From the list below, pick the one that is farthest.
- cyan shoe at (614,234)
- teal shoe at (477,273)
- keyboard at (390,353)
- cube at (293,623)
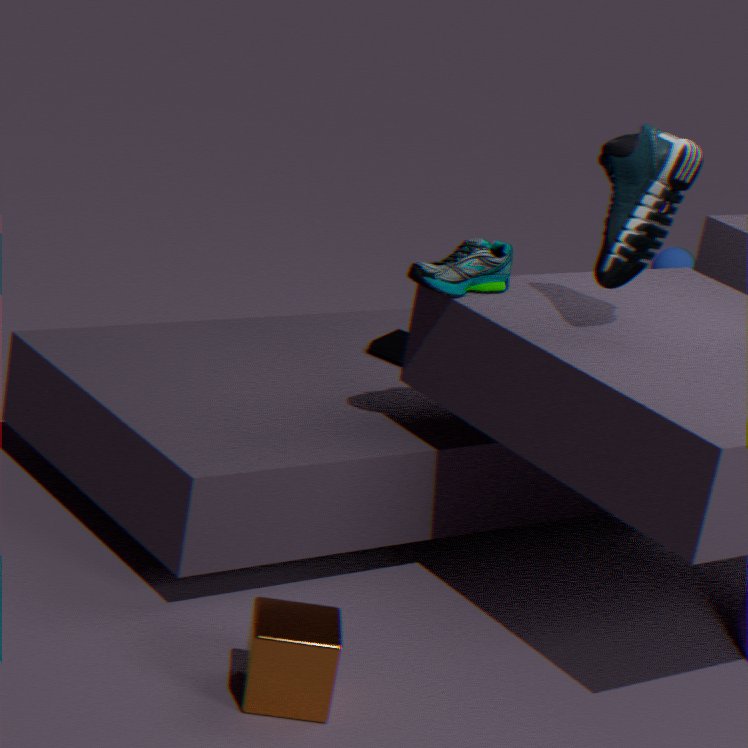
keyboard at (390,353)
